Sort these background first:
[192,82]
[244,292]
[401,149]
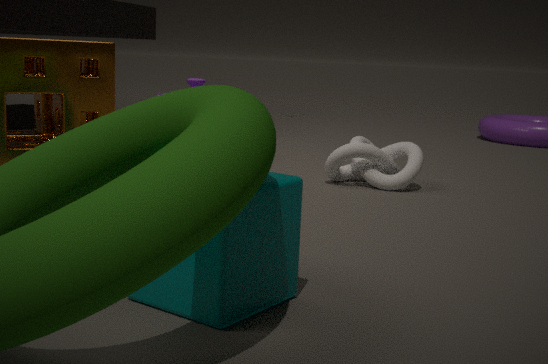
[192,82], [401,149], [244,292]
